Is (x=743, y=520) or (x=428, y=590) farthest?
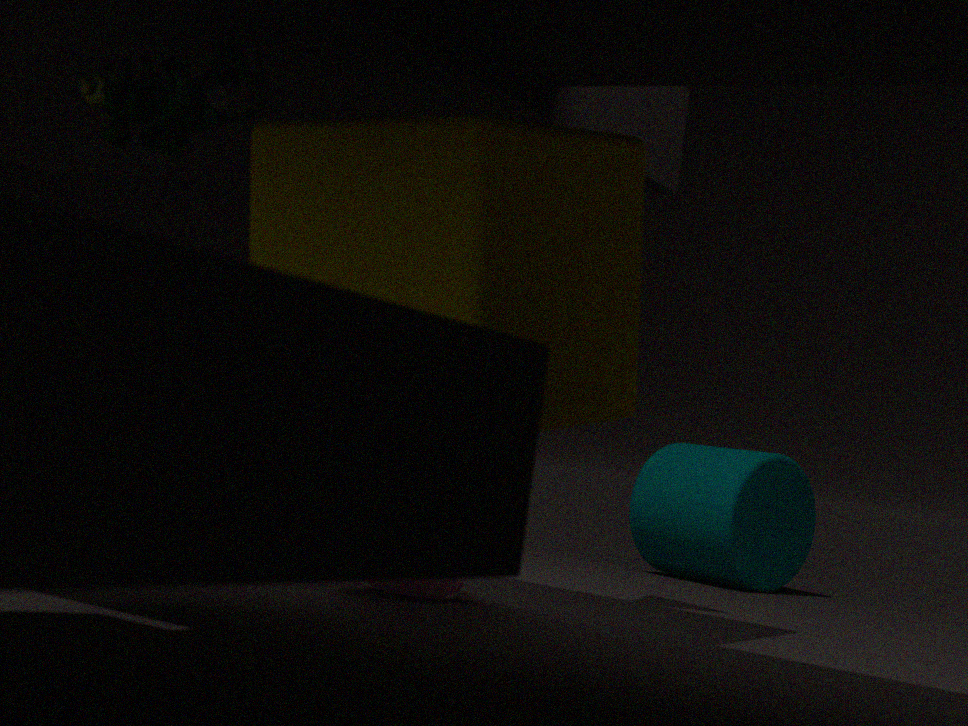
(x=743, y=520)
